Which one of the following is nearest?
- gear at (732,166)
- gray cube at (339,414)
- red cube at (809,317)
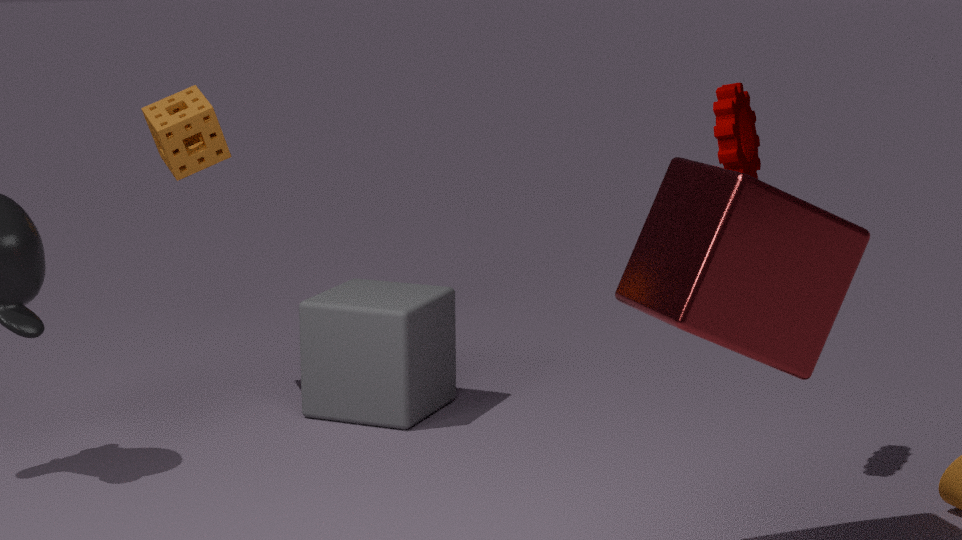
red cube at (809,317)
